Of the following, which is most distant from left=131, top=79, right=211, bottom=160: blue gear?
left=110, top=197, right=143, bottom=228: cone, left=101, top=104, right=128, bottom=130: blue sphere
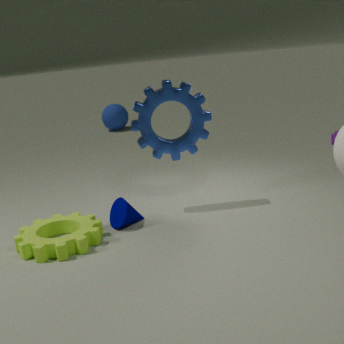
left=101, top=104, right=128, bottom=130: blue sphere
